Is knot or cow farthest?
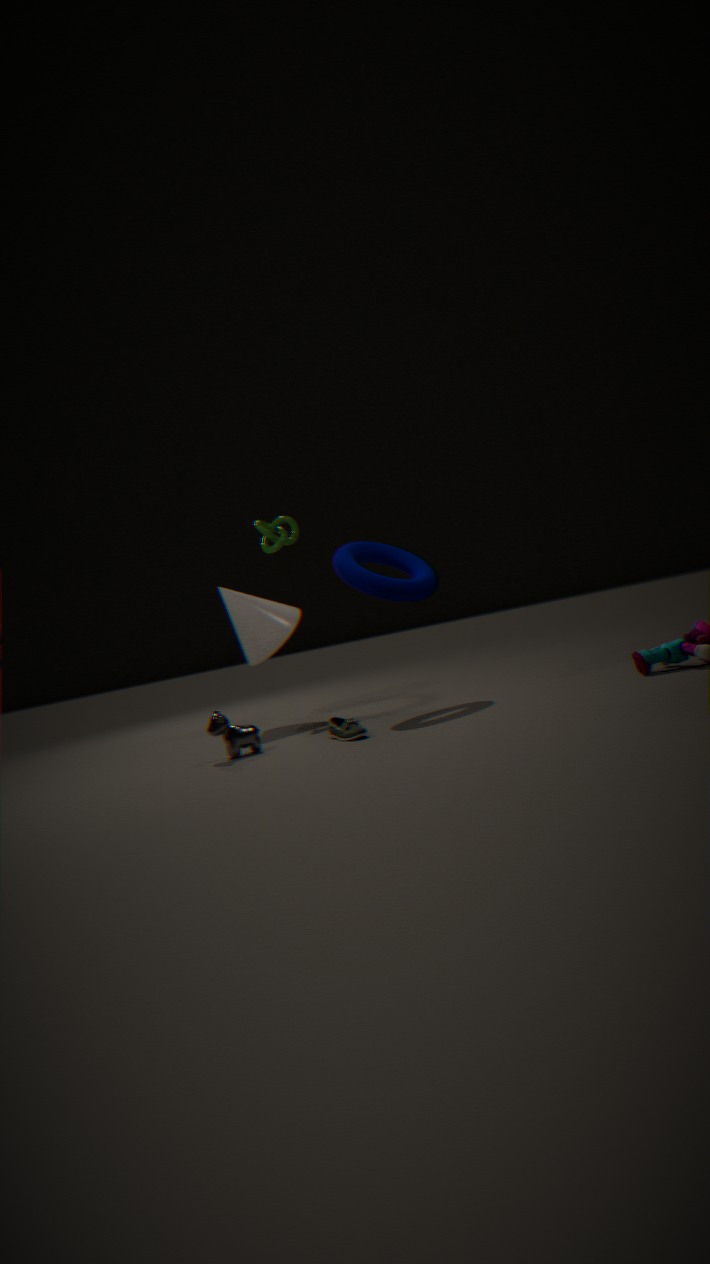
knot
